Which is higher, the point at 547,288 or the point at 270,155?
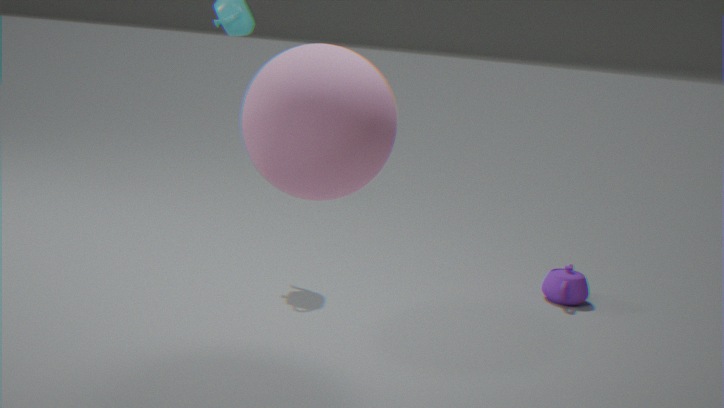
the point at 270,155
